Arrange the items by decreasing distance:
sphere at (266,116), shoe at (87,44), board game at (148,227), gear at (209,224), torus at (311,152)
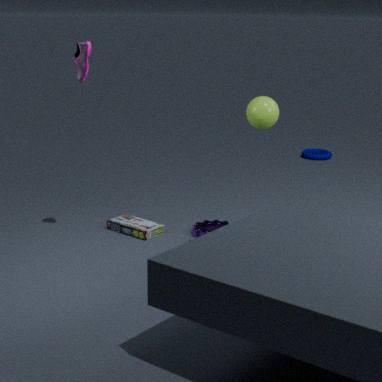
torus at (311,152), gear at (209,224), board game at (148,227), shoe at (87,44), sphere at (266,116)
